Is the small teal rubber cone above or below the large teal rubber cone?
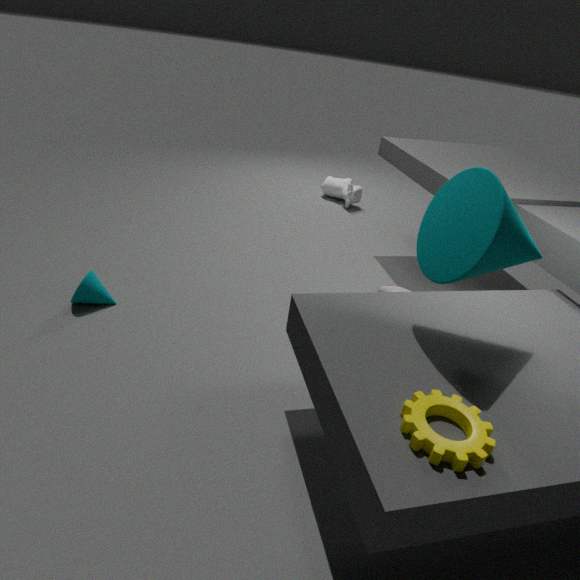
below
